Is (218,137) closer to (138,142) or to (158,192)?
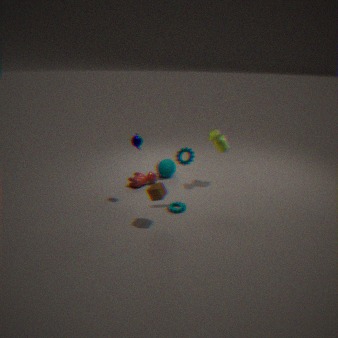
(138,142)
